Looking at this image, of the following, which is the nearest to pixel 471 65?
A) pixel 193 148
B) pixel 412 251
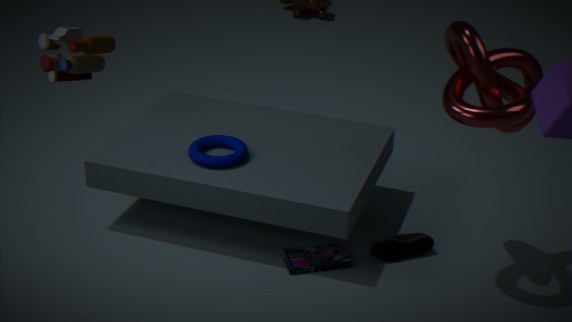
pixel 412 251
